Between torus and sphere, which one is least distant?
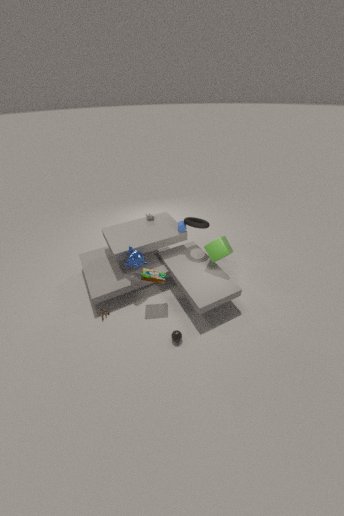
sphere
